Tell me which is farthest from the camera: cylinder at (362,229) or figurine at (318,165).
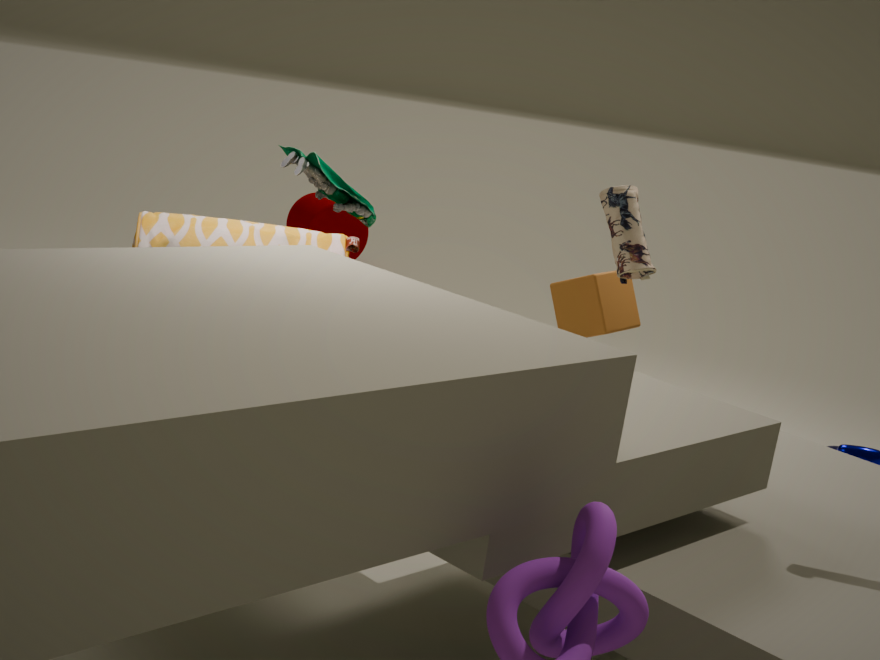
cylinder at (362,229)
